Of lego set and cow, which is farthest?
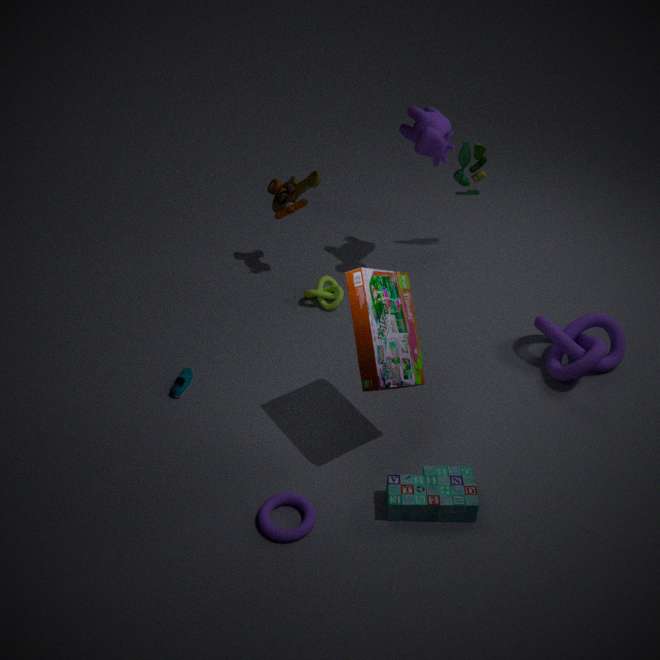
cow
